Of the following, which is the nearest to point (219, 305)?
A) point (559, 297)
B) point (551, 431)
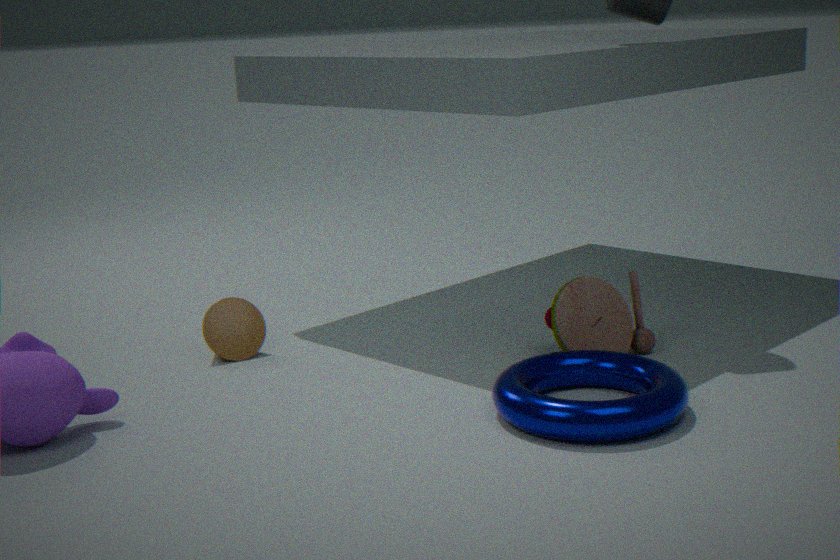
point (559, 297)
